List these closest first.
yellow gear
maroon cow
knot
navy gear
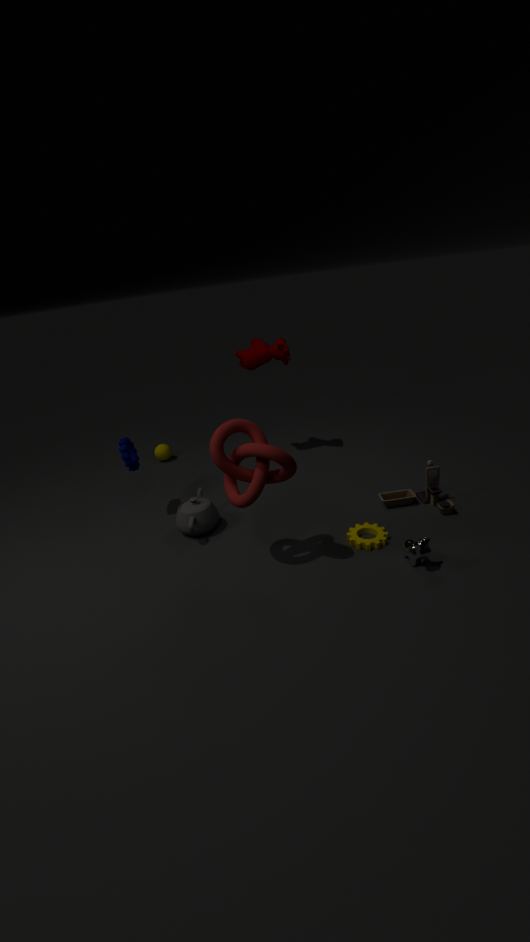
knot < yellow gear < navy gear < maroon cow
